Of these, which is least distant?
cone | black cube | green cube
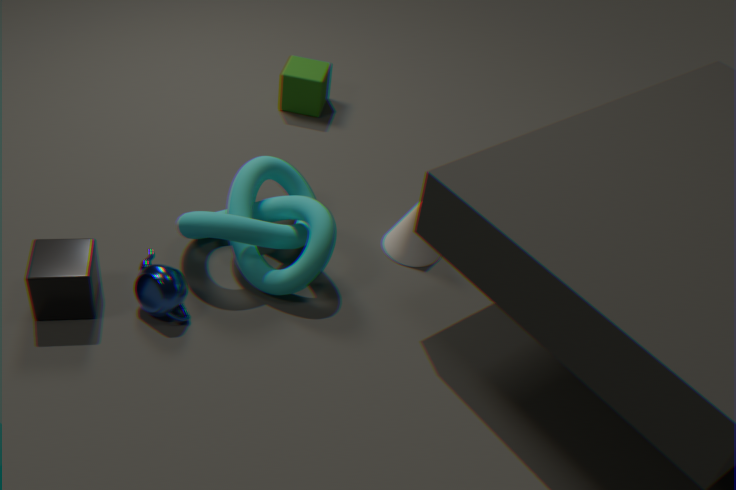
black cube
